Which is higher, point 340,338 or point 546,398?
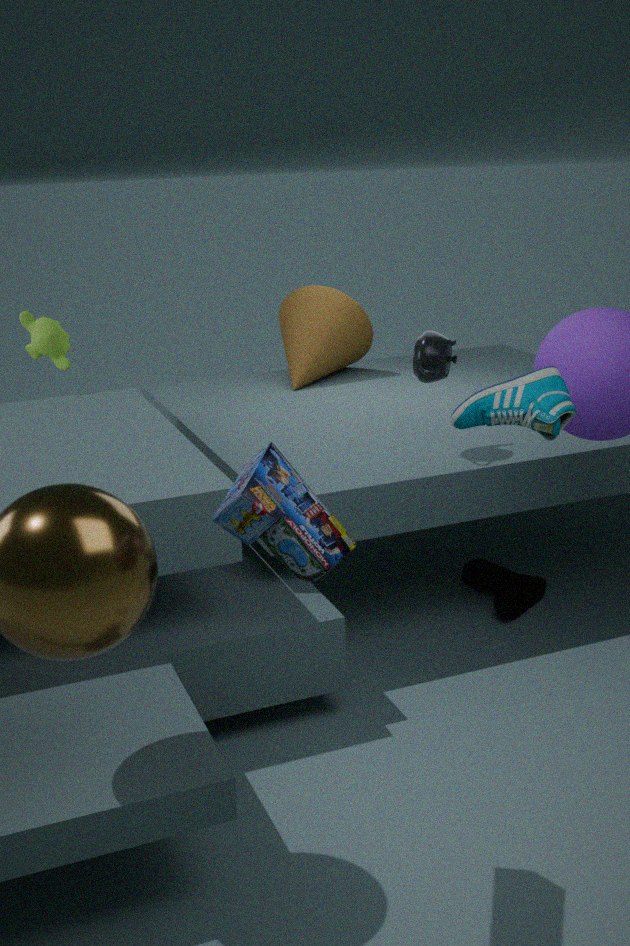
point 546,398
